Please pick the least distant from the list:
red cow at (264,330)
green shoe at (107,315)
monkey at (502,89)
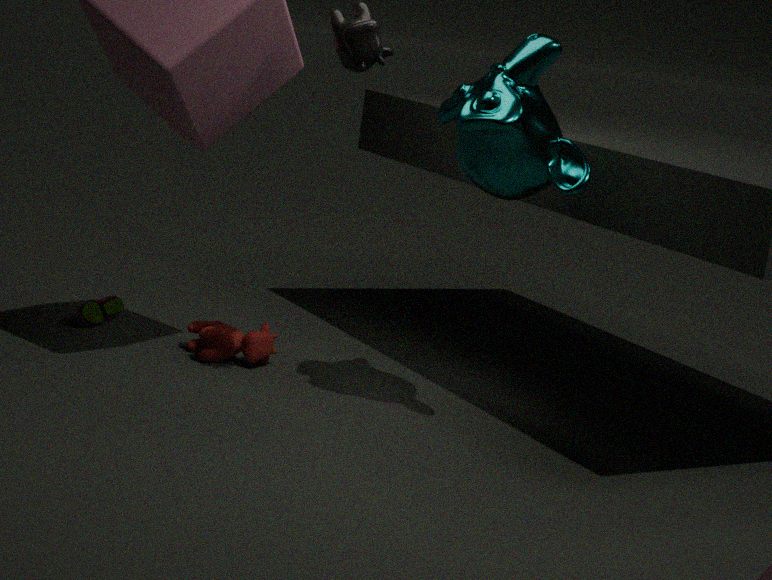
monkey at (502,89)
